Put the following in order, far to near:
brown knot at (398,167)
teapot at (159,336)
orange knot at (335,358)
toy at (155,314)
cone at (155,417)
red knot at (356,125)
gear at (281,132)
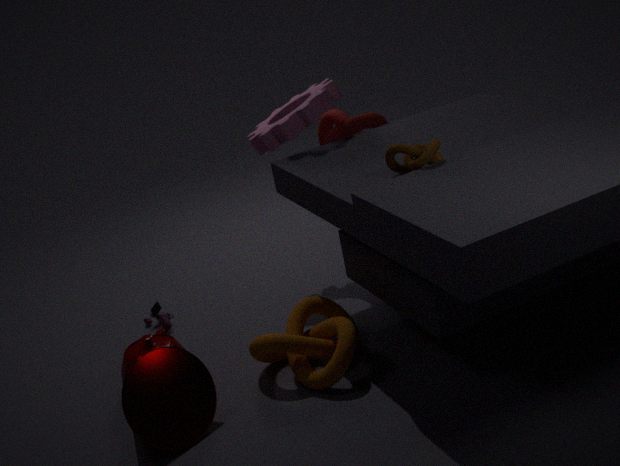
toy at (155,314)
red knot at (356,125)
gear at (281,132)
teapot at (159,336)
orange knot at (335,358)
brown knot at (398,167)
cone at (155,417)
